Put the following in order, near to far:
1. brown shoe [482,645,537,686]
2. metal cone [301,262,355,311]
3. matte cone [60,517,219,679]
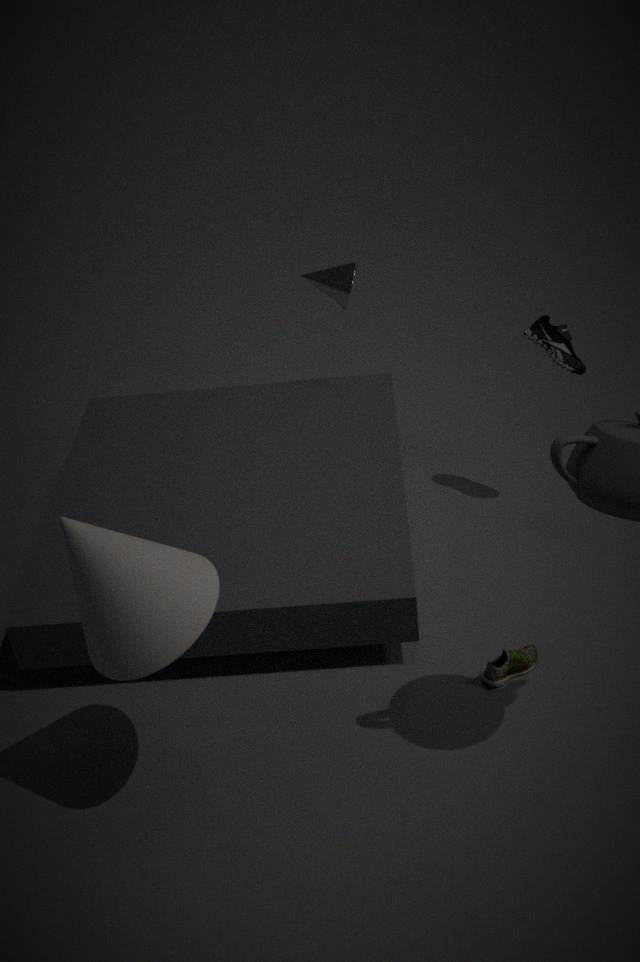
matte cone [60,517,219,679], brown shoe [482,645,537,686], metal cone [301,262,355,311]
